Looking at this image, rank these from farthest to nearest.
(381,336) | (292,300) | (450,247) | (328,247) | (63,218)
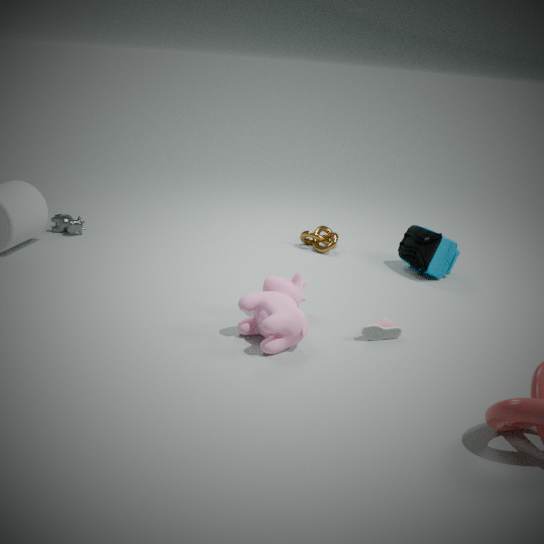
1. (328,247)
2. (63,218)
3. (450,247)
4. (381,336)
5. (292,300)
